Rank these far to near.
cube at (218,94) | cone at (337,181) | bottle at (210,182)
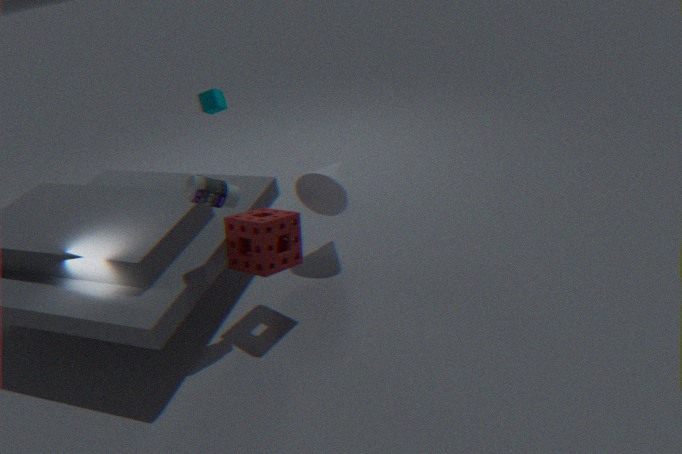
cube at (218,94) < cone at (337,181) < bottle at (210,182)
